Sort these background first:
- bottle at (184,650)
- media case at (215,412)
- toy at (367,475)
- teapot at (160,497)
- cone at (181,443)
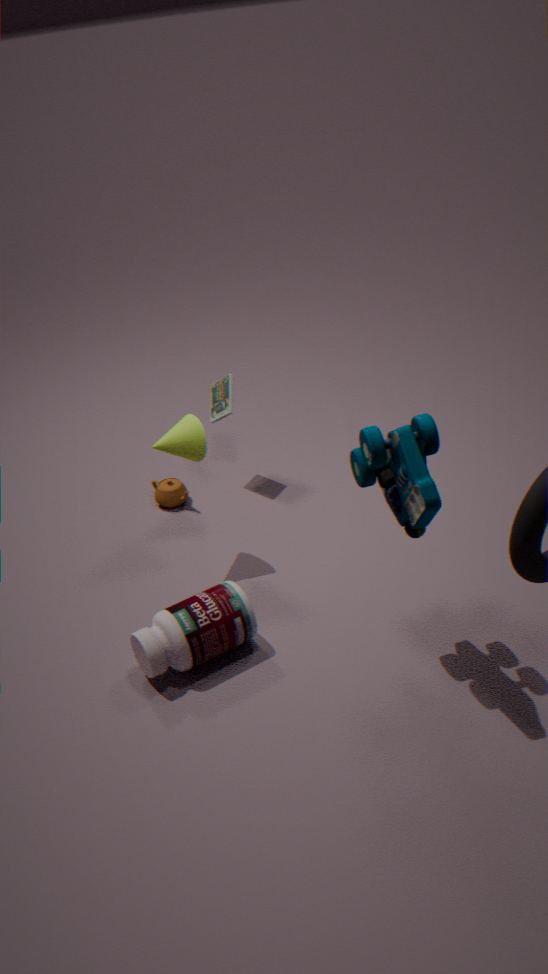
teapot at (160,497)
media case at (215,412)
cone at (181,443)
bottle at (184,650)
toy at (367,475)
